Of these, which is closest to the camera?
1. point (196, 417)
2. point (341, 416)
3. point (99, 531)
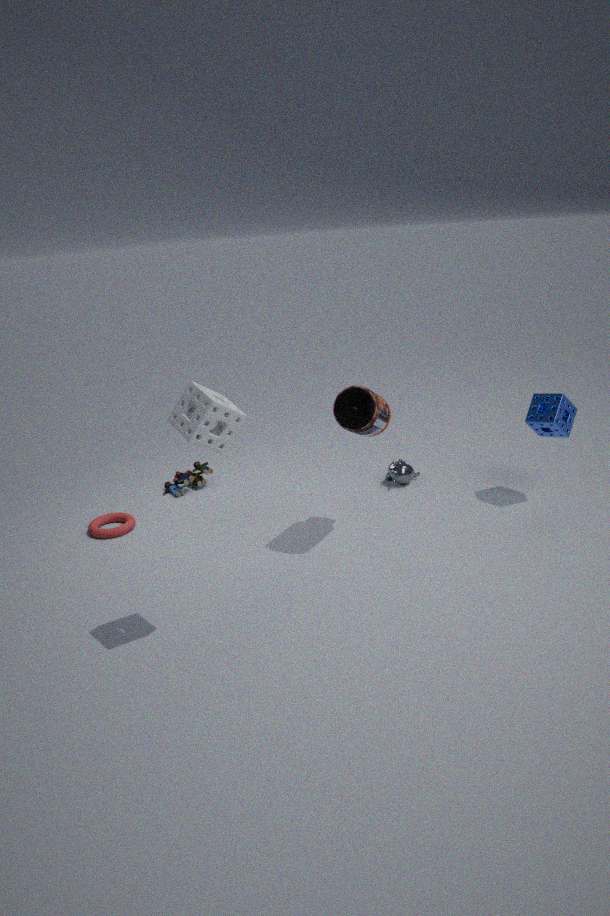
point (196, 417)
